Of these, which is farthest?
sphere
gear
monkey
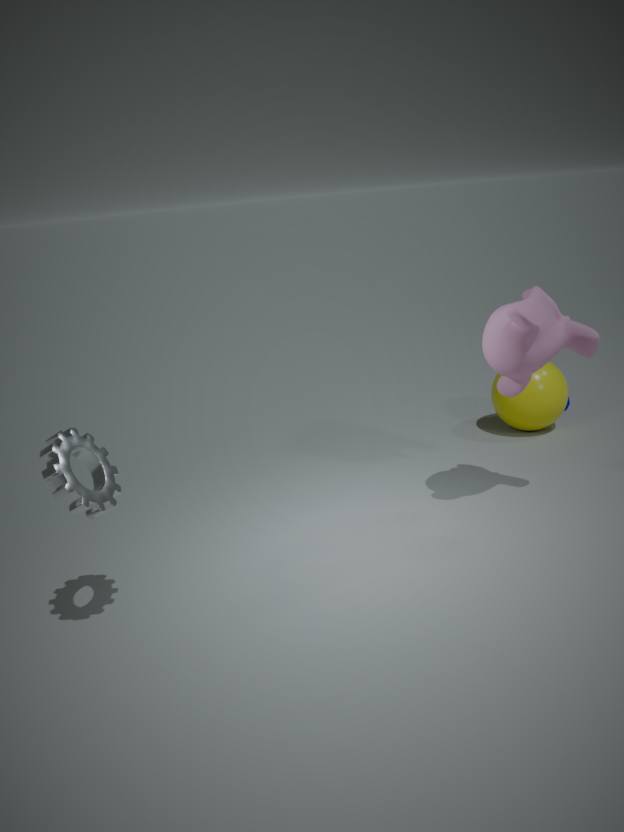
sphere
